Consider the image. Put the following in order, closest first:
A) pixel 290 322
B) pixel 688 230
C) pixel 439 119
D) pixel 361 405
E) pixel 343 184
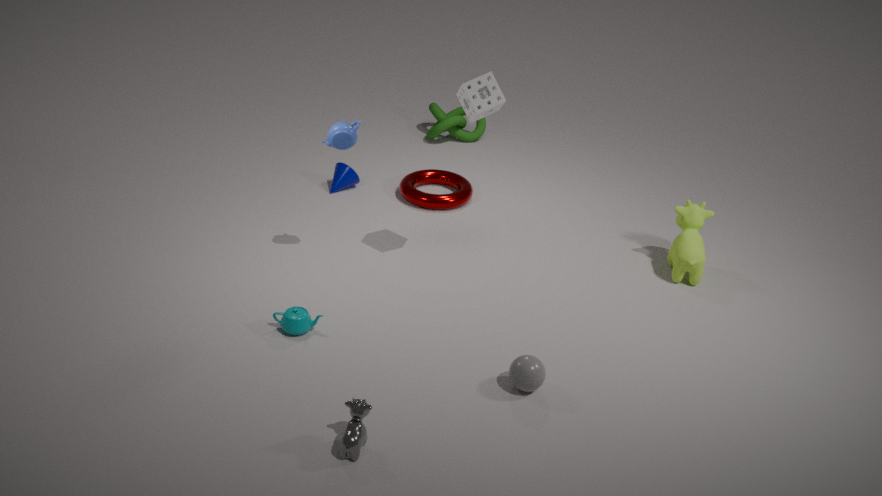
pixel 361 405 < pixel 290 322 < pixel 688 230 < pixel 343 184 < pixel 439 119
